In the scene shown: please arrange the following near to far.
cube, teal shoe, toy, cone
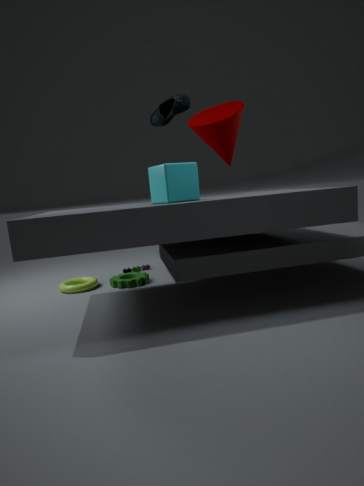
cube < teal shoe < cone < toy
